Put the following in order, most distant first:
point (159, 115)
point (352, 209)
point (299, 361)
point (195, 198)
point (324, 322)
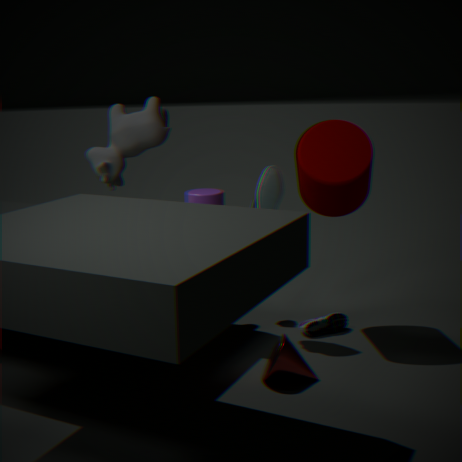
point (159, 115) → point (352, 209) → point (324, 322) → point (195, 198) → point (299, 361)
